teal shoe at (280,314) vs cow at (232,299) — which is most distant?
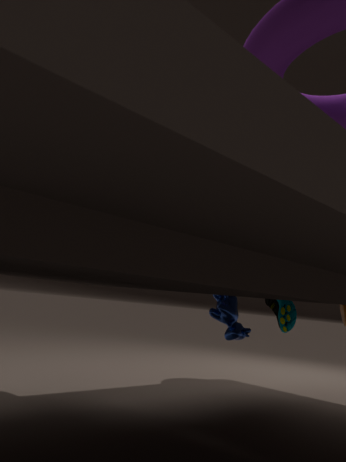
teal shoe at (280,314)
